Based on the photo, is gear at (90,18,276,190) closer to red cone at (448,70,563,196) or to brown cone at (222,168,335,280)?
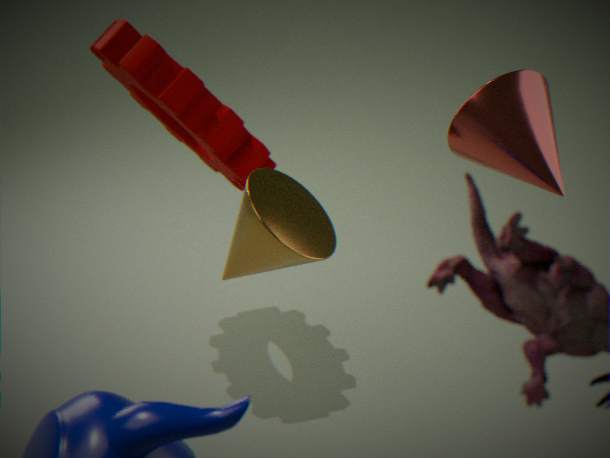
brown cone at (222,168,335,280)
